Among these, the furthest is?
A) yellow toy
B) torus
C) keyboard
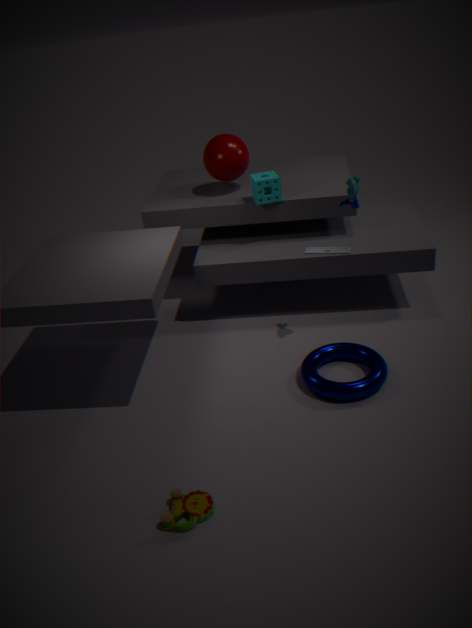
keyboard
